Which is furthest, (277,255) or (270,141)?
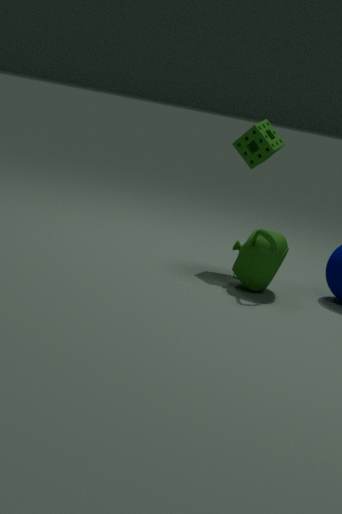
(270,141)
